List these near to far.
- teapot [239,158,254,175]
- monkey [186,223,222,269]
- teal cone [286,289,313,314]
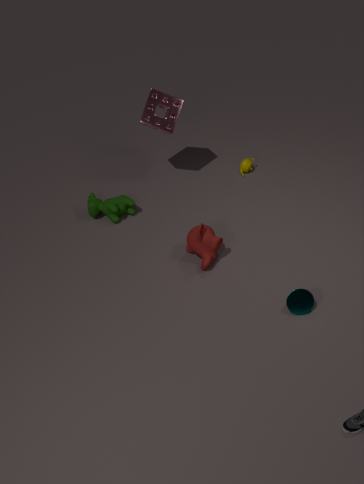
1. teal cone [286,289,313,314]
2. monkey [186,223,222,269]
3. teapot [239,158,254,175]
